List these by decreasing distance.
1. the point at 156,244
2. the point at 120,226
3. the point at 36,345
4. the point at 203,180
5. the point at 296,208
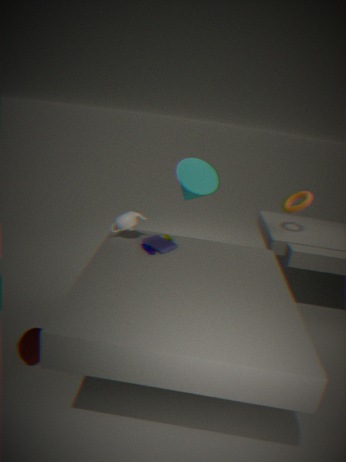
the point at 203,180 → the point at 296,208 → the point at 120,226 → the point at 156,244 → the point at 36,345
